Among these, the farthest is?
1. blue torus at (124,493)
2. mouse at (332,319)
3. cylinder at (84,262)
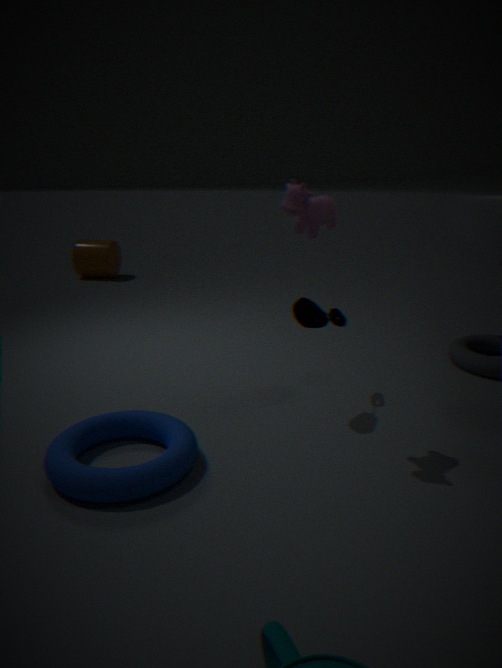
cylinder at (84,262)
